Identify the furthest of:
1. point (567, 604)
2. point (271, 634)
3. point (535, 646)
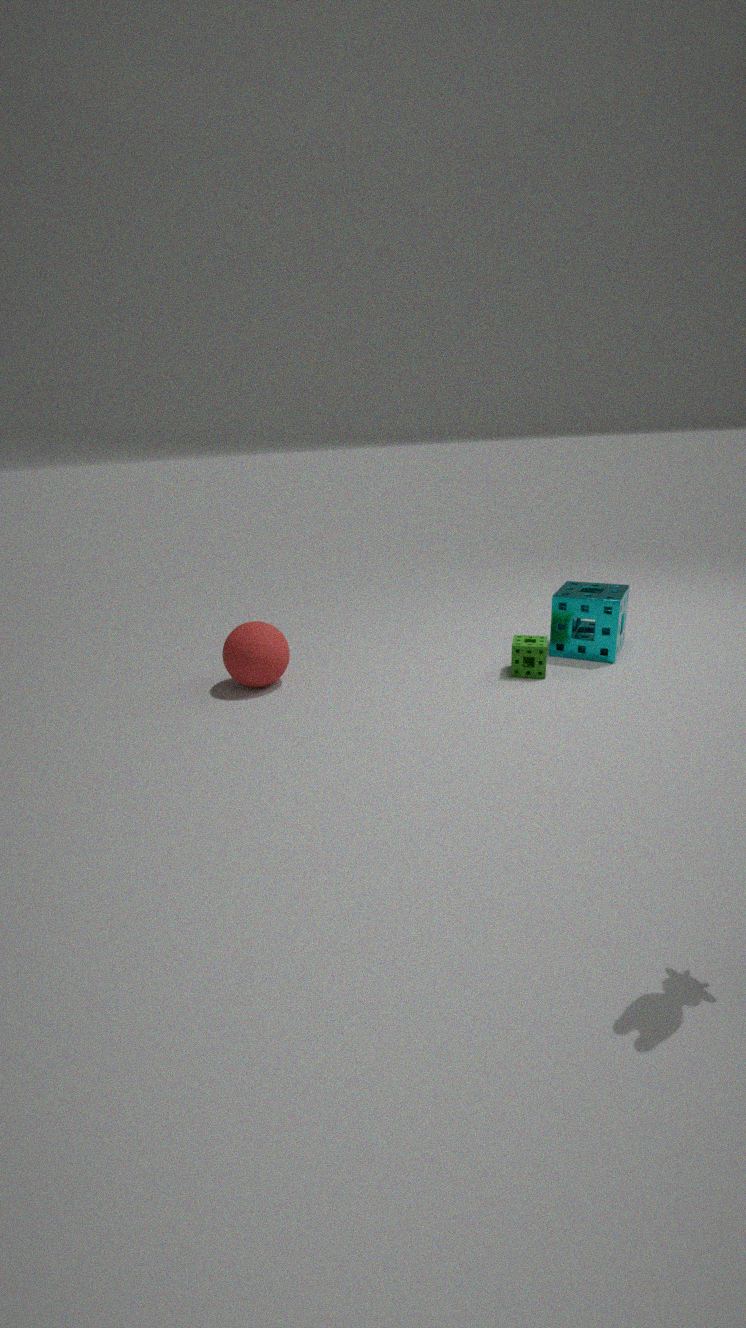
point (567, 604)
